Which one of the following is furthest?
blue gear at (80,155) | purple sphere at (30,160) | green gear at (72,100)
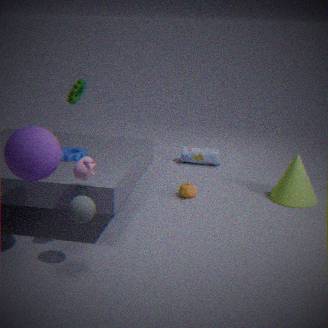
green gear at (72,100)
